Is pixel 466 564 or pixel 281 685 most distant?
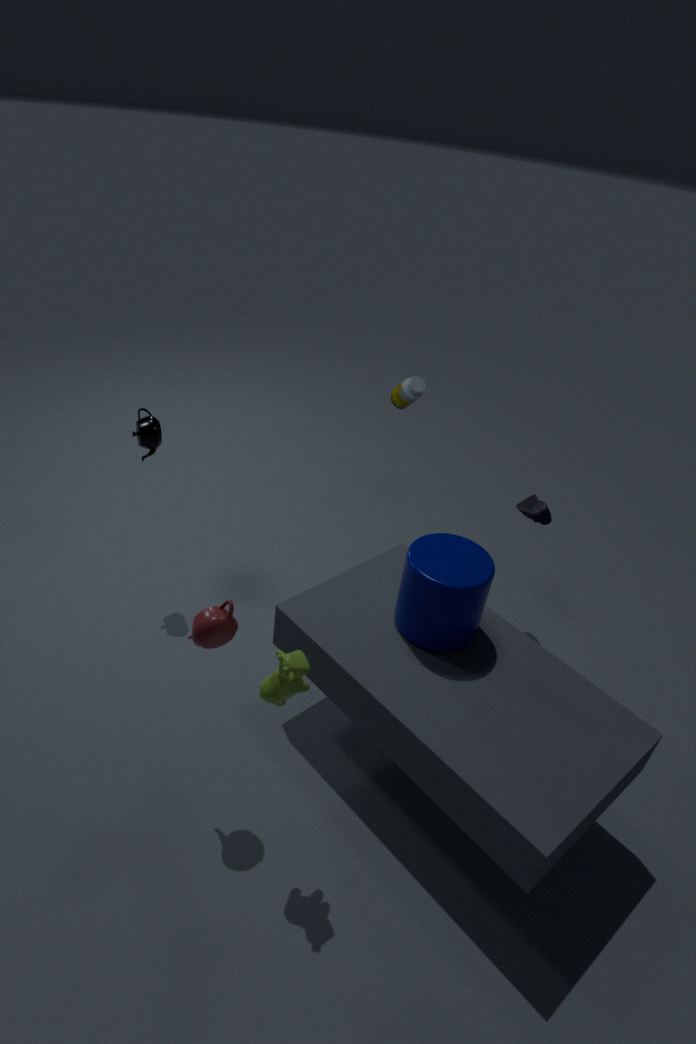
pixel 466 564
